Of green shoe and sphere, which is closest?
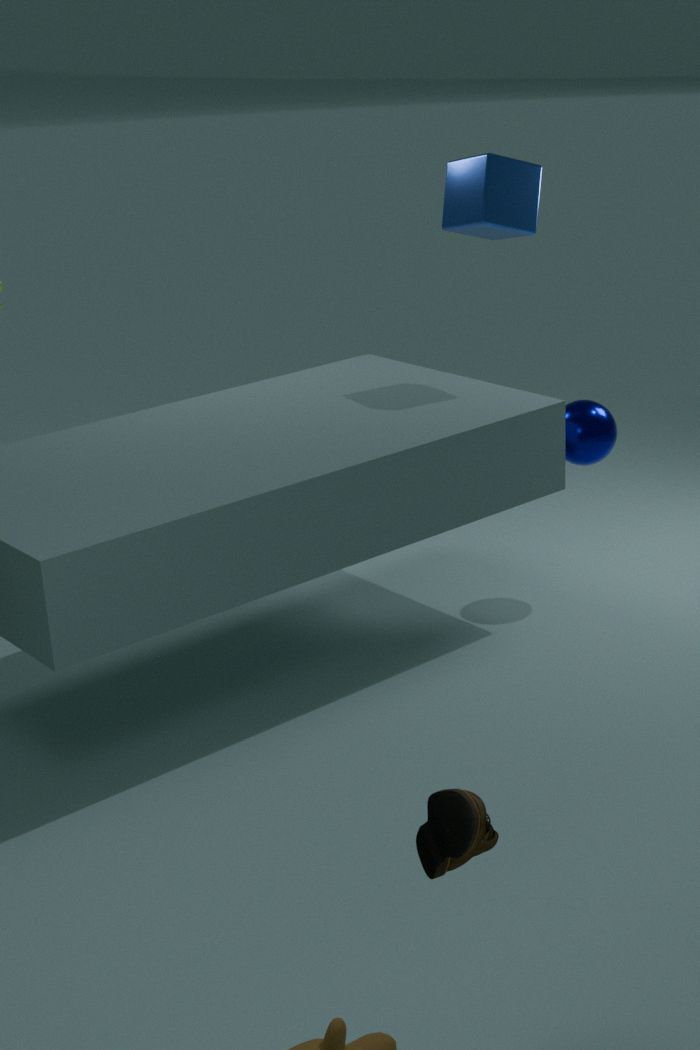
green shoe
